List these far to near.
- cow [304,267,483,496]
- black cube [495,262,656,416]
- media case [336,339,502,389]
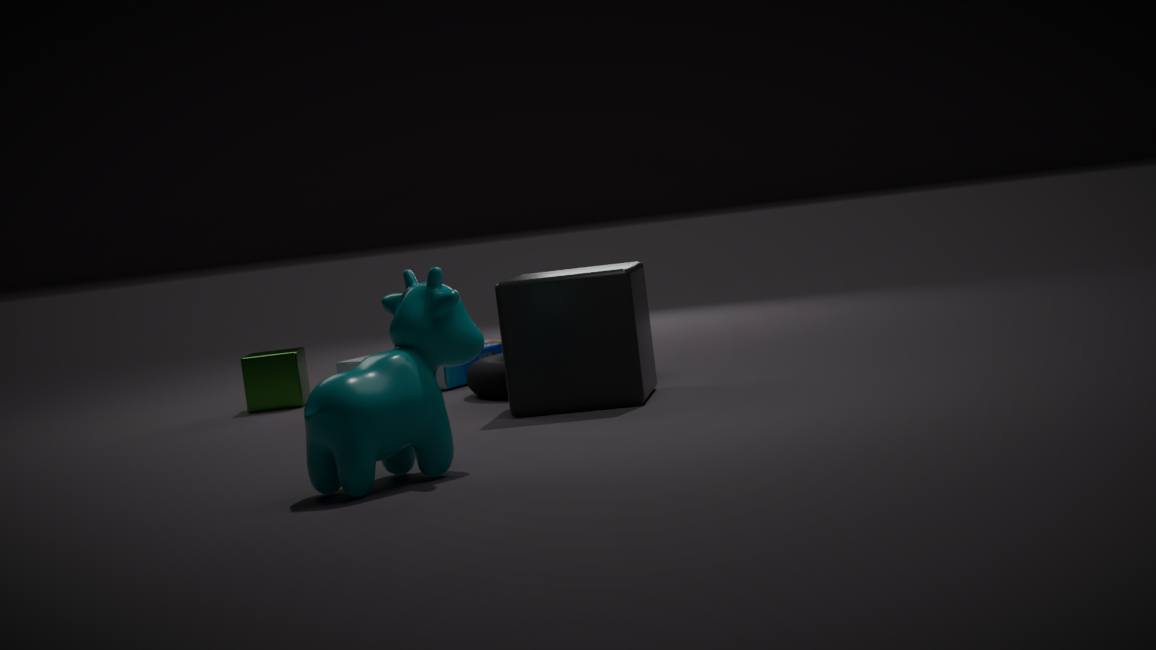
media case [336,339,502,389], black cube [495,262,656,416], cow [304,267,483,496]
